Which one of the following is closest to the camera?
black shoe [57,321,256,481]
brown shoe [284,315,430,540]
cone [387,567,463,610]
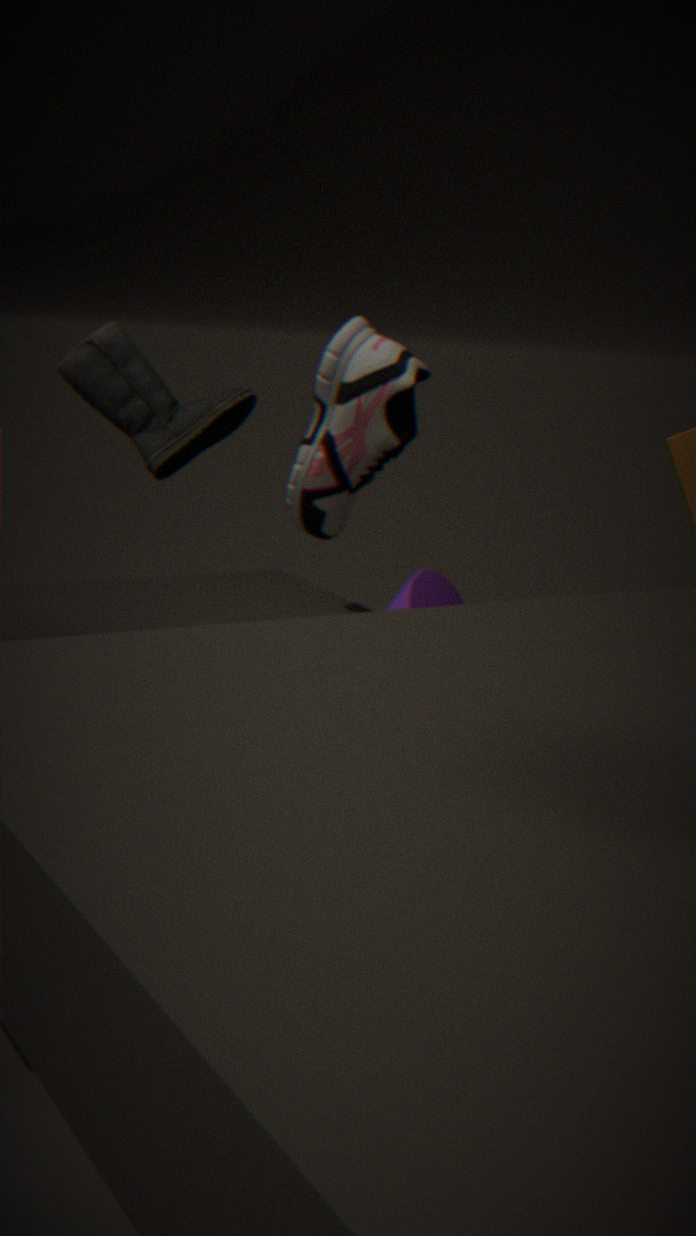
black shoe [57,321,256,481]
